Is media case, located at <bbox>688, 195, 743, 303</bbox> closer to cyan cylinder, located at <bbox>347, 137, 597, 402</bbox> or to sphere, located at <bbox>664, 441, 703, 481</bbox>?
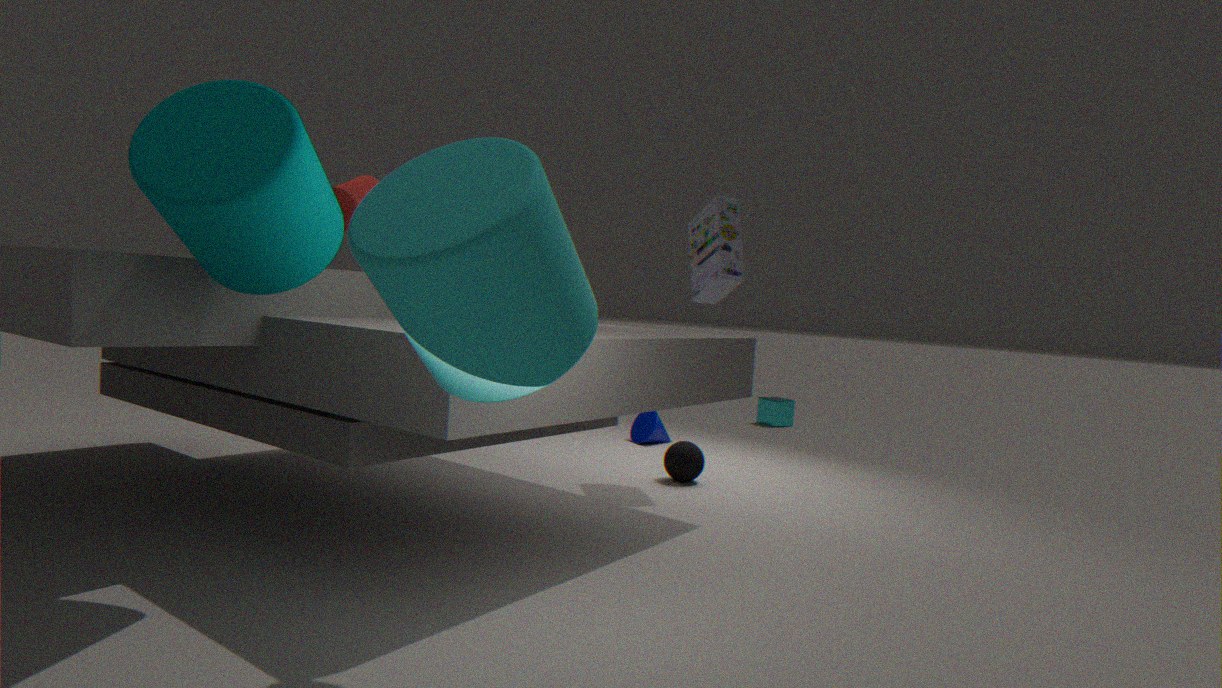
sphere, located at <bbox>664, 441, 703, 481</bbox>
